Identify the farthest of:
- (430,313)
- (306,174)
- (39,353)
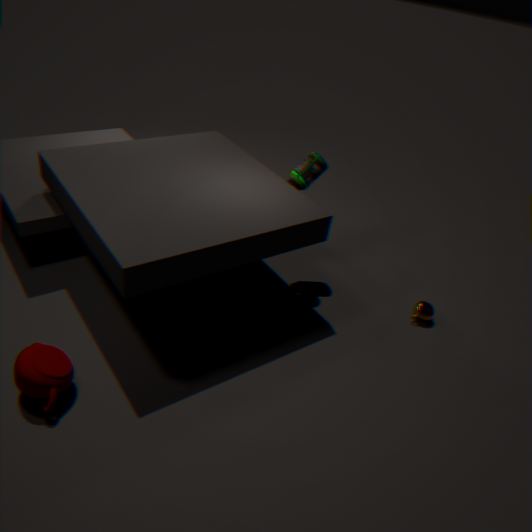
(430,313)
